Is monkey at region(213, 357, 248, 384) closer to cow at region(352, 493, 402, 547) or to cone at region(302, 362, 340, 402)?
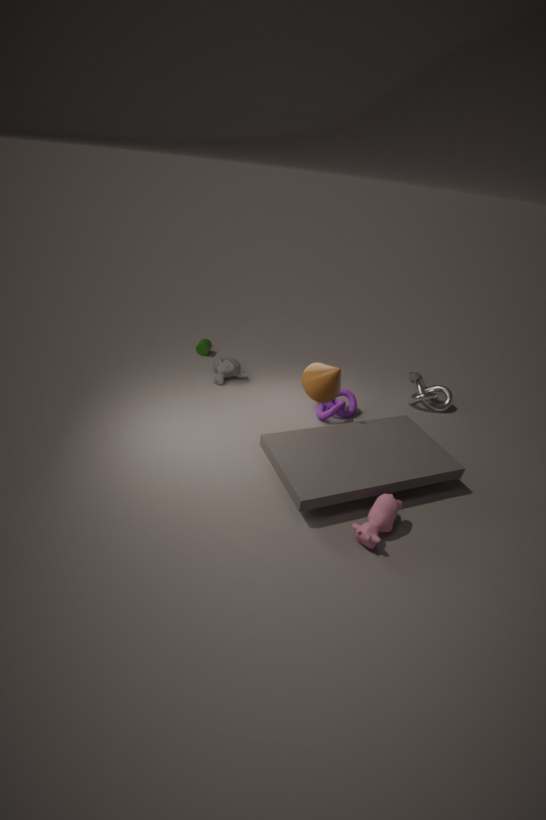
cone at region(302, 362, 340, 402)
